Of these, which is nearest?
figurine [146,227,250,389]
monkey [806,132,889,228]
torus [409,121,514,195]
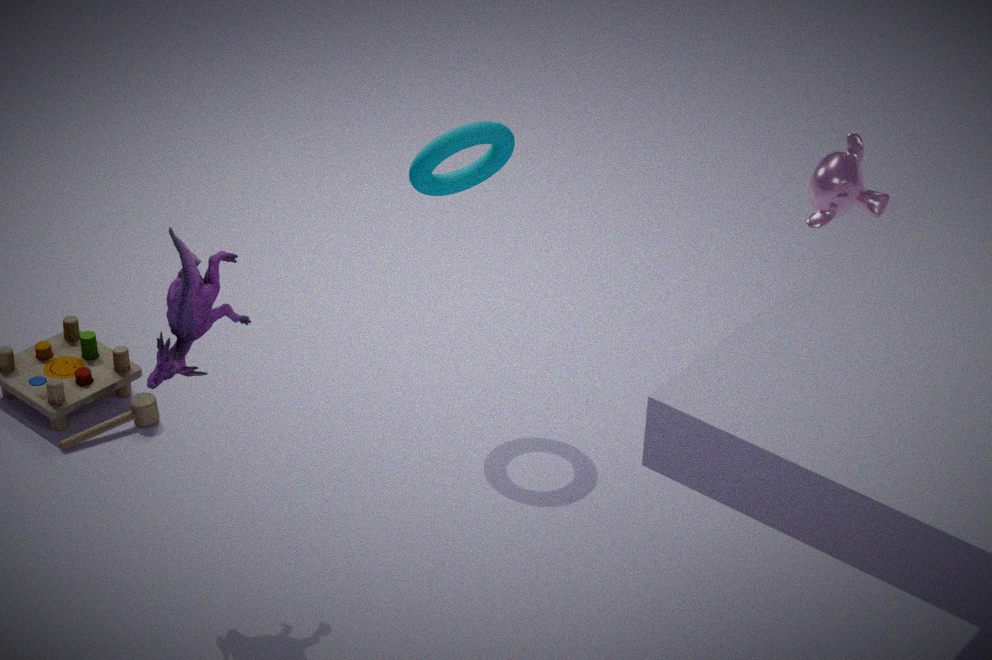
figurine [146,227,250,389]
